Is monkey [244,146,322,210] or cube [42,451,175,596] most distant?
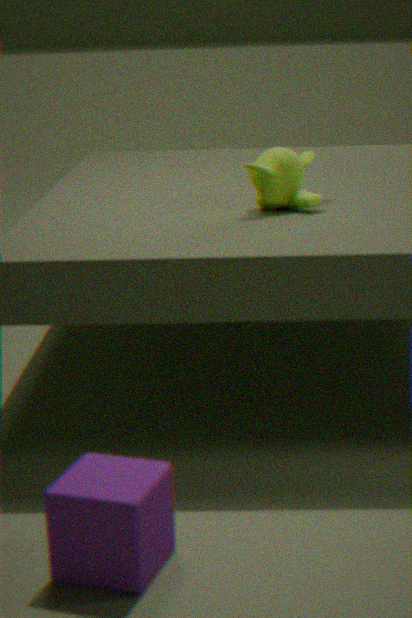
monkey [244,146,322,210]
